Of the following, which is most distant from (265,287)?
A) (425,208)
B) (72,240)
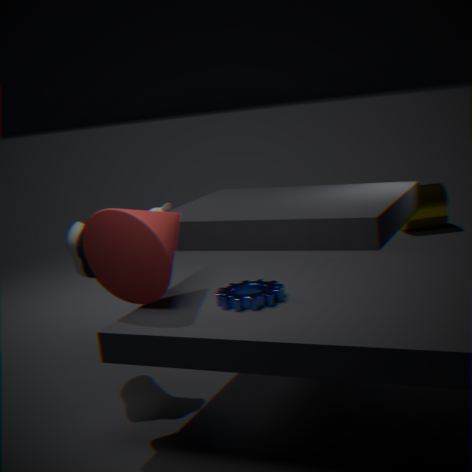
(425,208)
